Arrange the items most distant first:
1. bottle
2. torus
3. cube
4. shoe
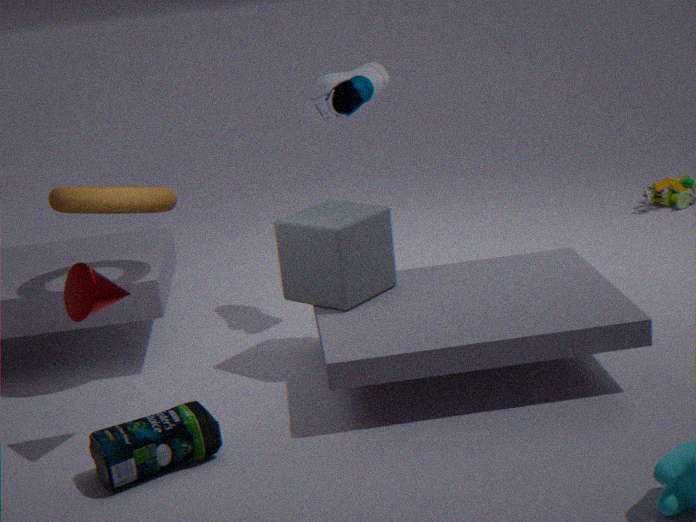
shoe → cube → torus → bottle
